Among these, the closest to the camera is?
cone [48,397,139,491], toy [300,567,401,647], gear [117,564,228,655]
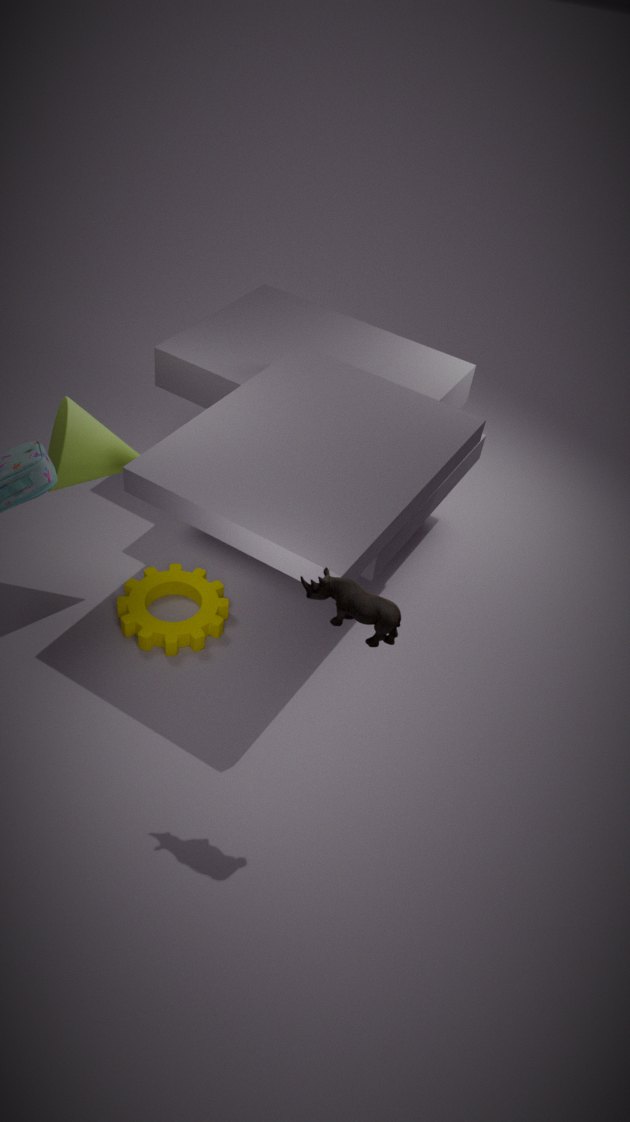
toy [300,567,401,647]
